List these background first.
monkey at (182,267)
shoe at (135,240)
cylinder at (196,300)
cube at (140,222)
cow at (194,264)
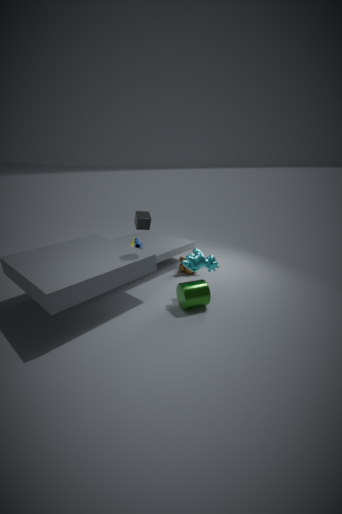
shoe at (135,240), monkey at (182,267), cow at (194,264), cube at (140,222), cylinder at (196,300)
